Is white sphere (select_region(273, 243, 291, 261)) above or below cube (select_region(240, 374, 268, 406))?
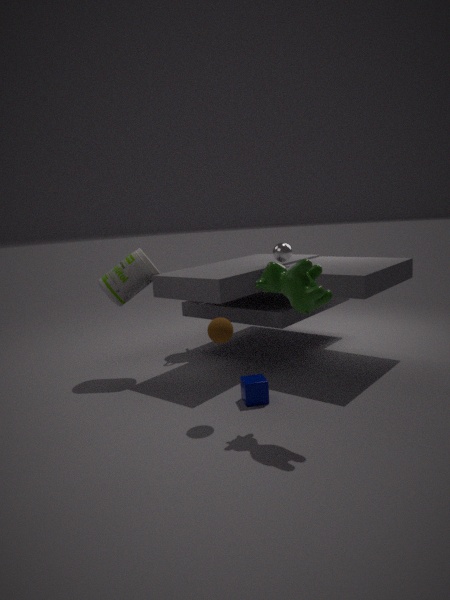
above
